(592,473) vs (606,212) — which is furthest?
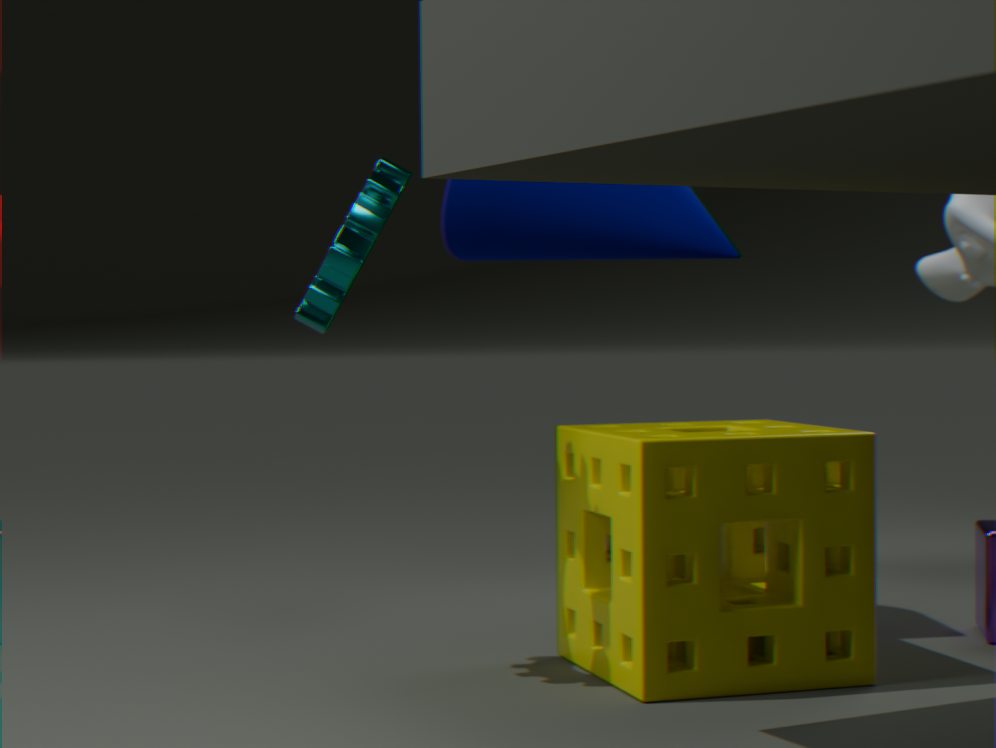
(606,212)
